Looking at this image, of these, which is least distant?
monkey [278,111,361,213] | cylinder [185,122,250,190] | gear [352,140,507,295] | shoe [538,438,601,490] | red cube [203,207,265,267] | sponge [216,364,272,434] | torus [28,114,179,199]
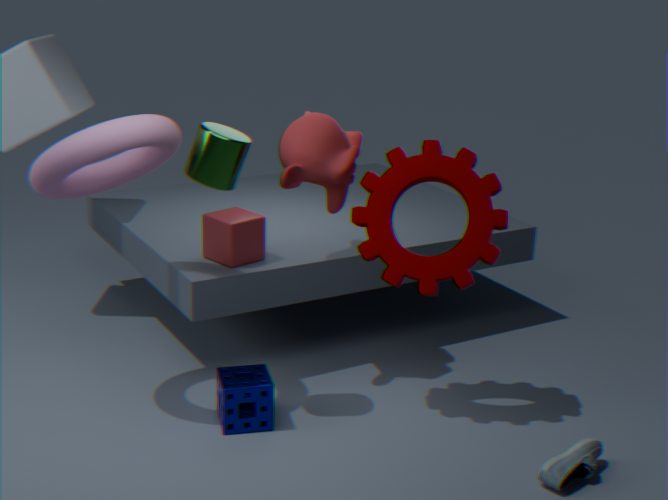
torus [28,114,179,199]
